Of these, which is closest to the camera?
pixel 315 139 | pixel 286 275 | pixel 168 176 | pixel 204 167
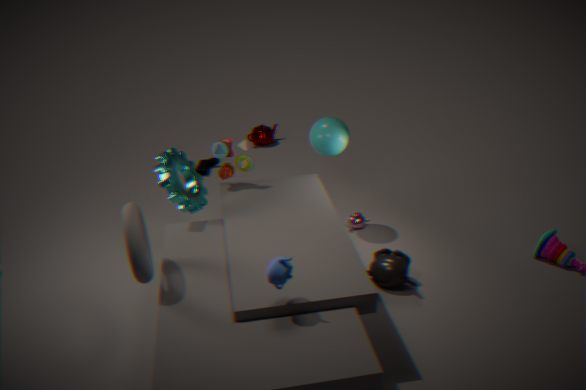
pixel 286 275
